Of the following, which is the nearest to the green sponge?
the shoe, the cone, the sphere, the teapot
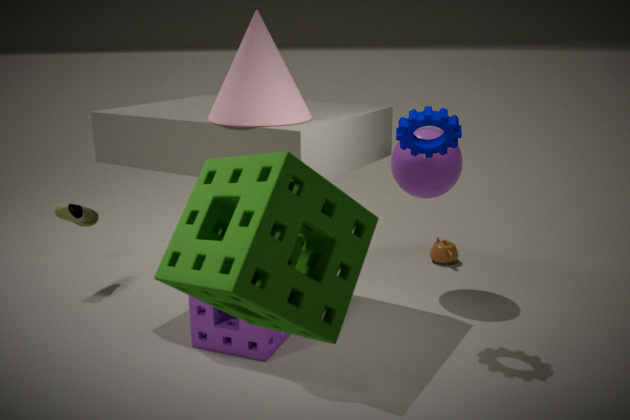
the cone
